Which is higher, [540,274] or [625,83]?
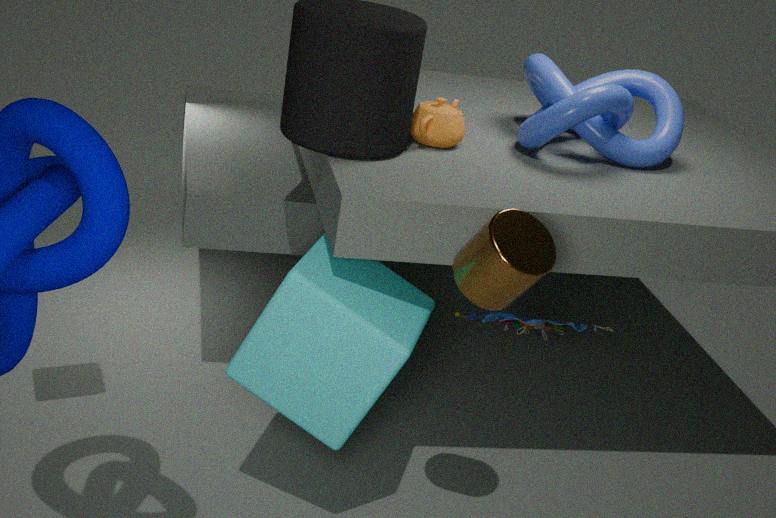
[625,83]
